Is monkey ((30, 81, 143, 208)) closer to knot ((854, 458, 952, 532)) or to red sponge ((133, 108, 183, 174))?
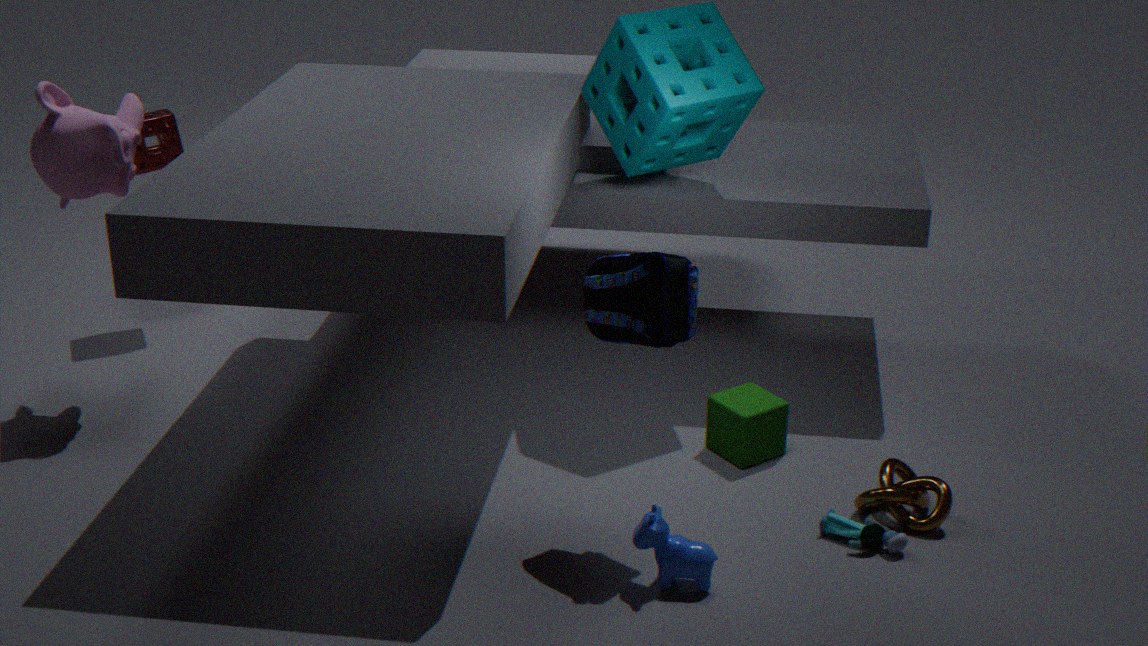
red sponge ((133, 108, 183, 174))
